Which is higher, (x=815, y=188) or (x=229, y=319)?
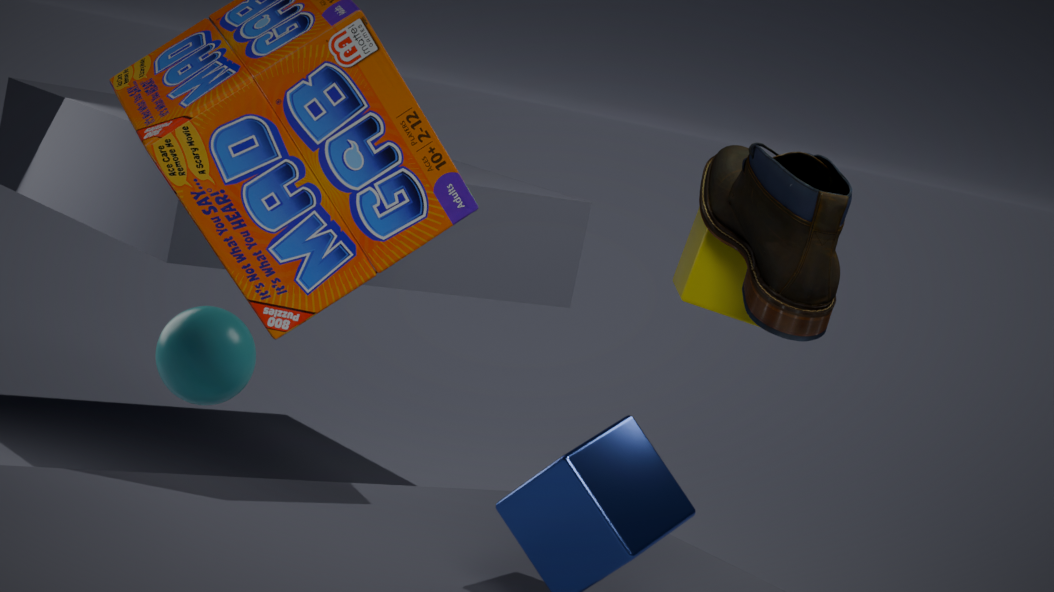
(x=815, y=188)
